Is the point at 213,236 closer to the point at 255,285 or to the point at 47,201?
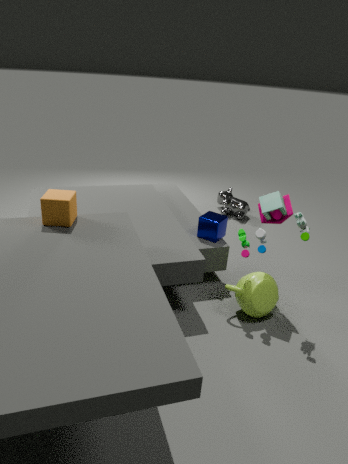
the point at 255,285
